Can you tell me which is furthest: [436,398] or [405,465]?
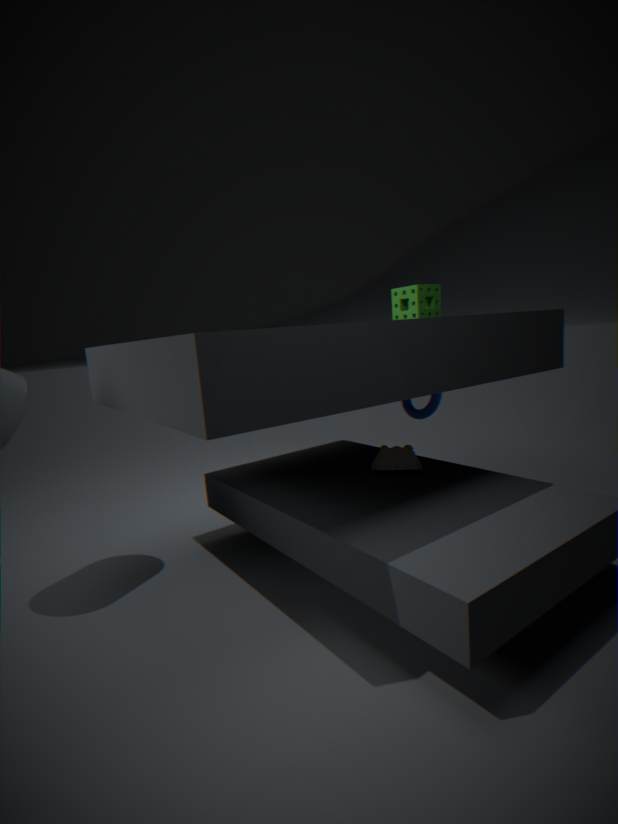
[436,398]
